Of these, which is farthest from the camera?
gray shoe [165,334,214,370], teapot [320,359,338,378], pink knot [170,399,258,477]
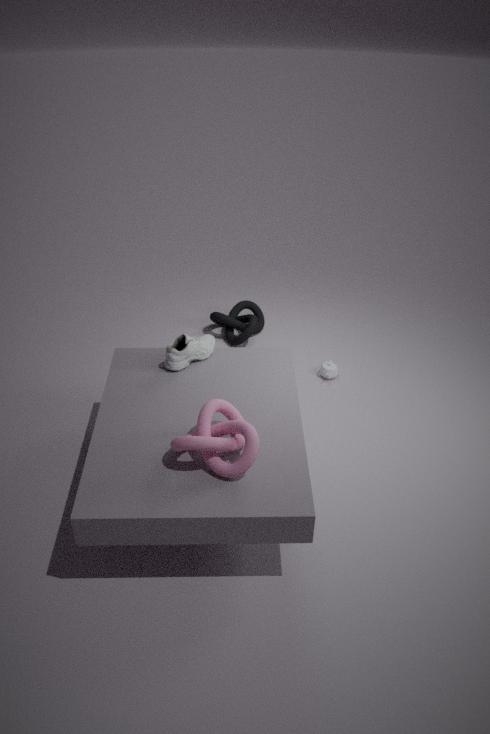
teapot [320,359,338,378]
